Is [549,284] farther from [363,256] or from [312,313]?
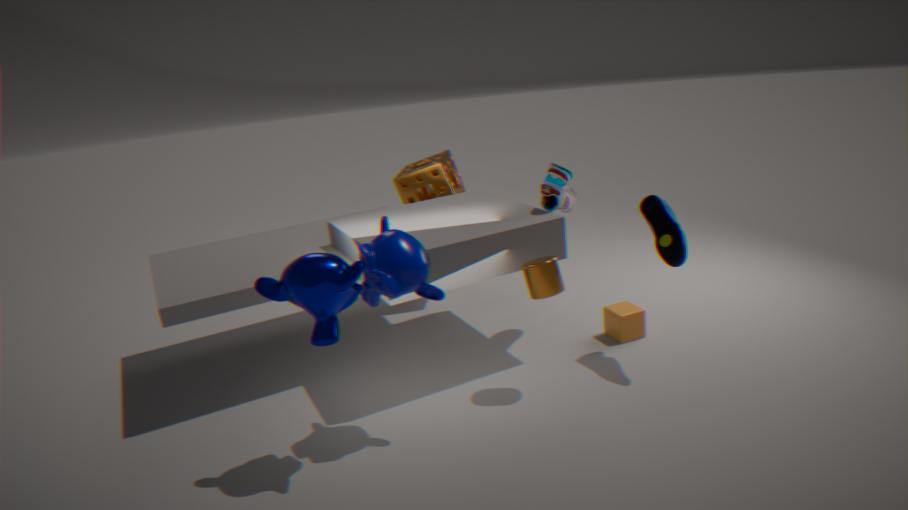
[312,313]
